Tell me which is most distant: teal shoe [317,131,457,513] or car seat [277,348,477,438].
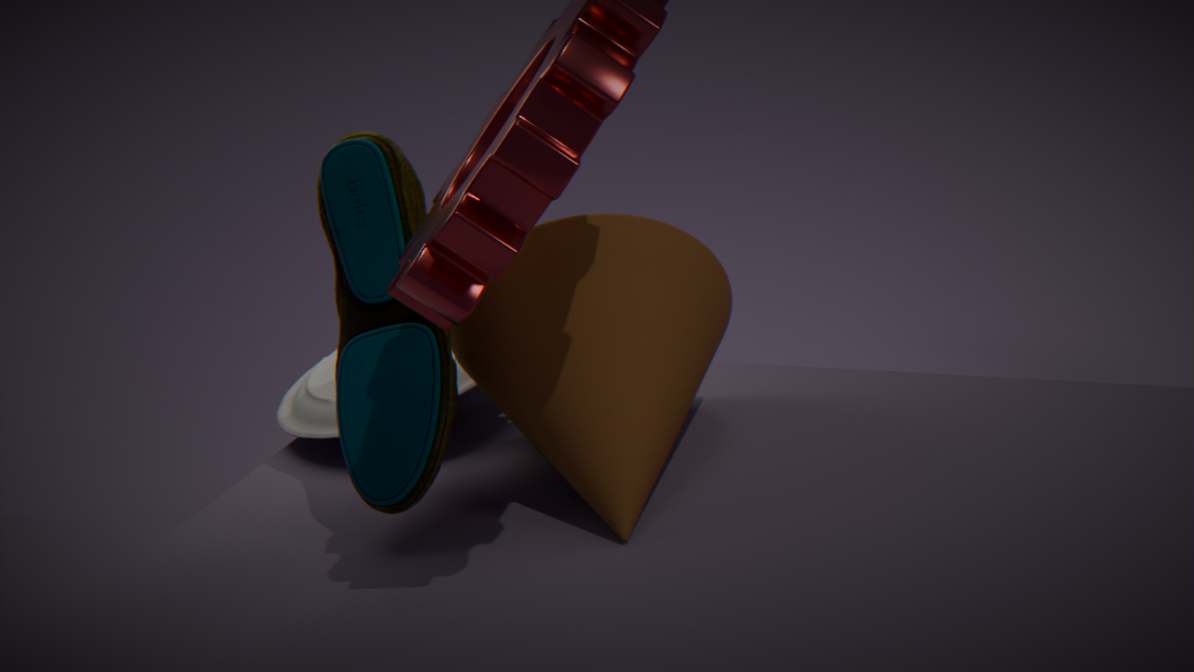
car seat [277,348,477,438]
